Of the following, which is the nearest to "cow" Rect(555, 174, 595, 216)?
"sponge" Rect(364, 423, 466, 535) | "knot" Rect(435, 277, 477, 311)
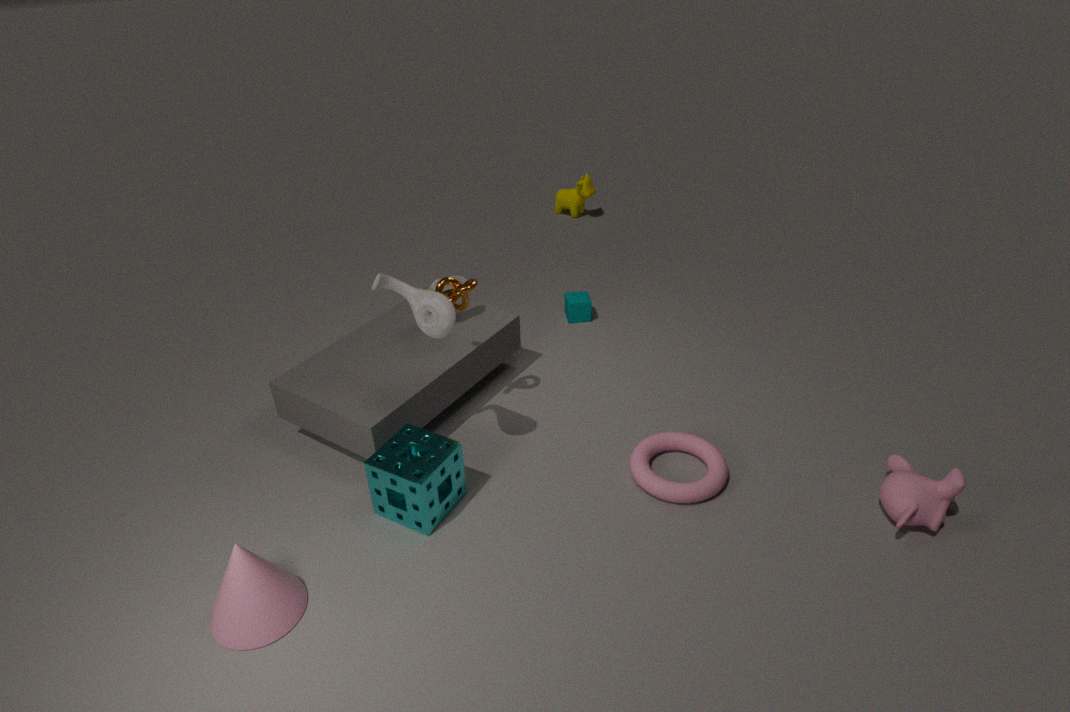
"knot" Rect(435, 277, 477, 311)
